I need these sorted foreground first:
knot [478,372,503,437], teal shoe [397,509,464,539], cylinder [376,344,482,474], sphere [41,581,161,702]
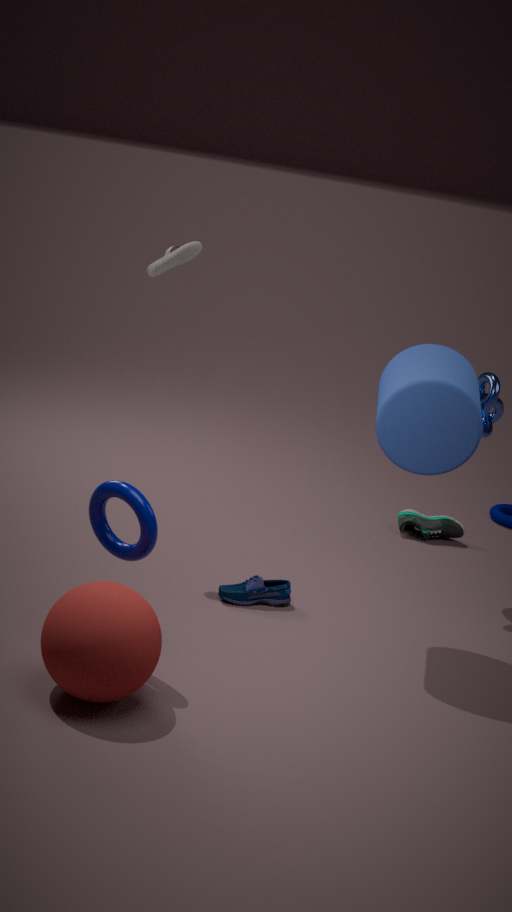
sphere [41,581,161,702]
cylinder [376,344,482,474]
knot [478,372,503,437]
teal shoe [397,509,464,539]
